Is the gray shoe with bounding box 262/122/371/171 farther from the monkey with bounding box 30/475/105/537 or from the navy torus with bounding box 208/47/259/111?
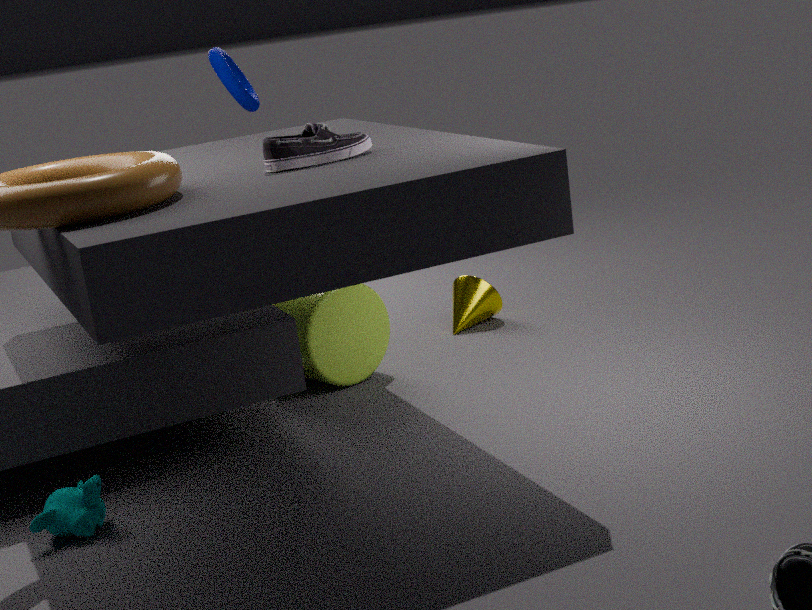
the navy torus with bounding box 208/47/259/111
